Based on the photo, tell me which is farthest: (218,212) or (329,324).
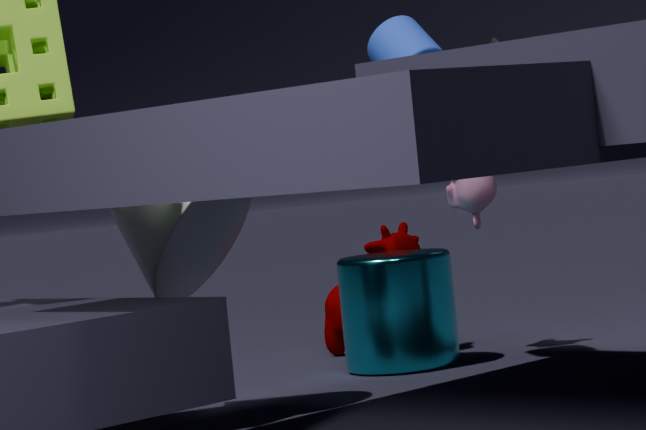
(329,324)
